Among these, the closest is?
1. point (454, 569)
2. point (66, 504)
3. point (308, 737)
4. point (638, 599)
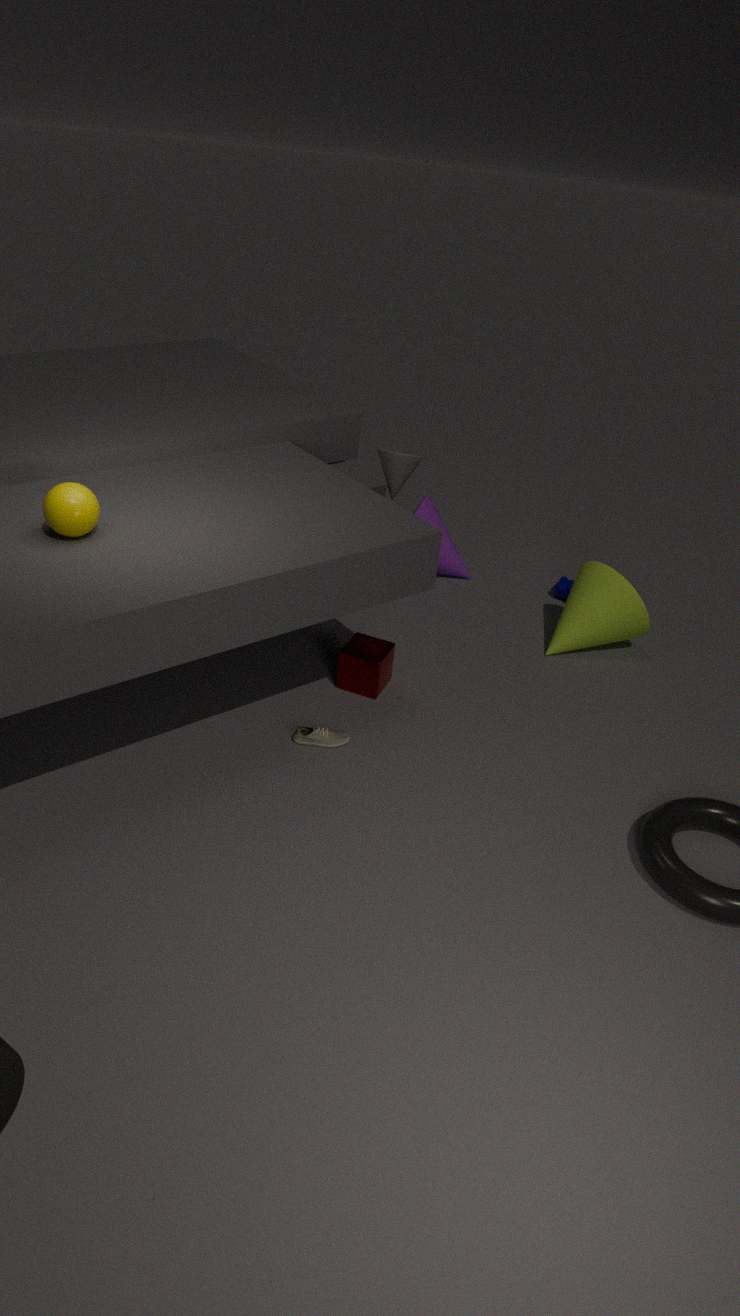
point (66, 504)
